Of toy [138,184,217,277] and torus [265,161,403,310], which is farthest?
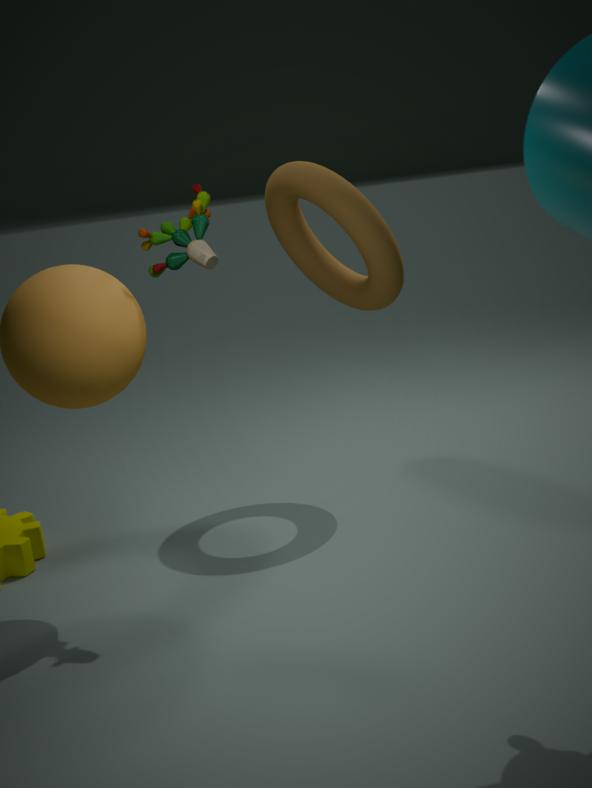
torus [265,161,403,310]
